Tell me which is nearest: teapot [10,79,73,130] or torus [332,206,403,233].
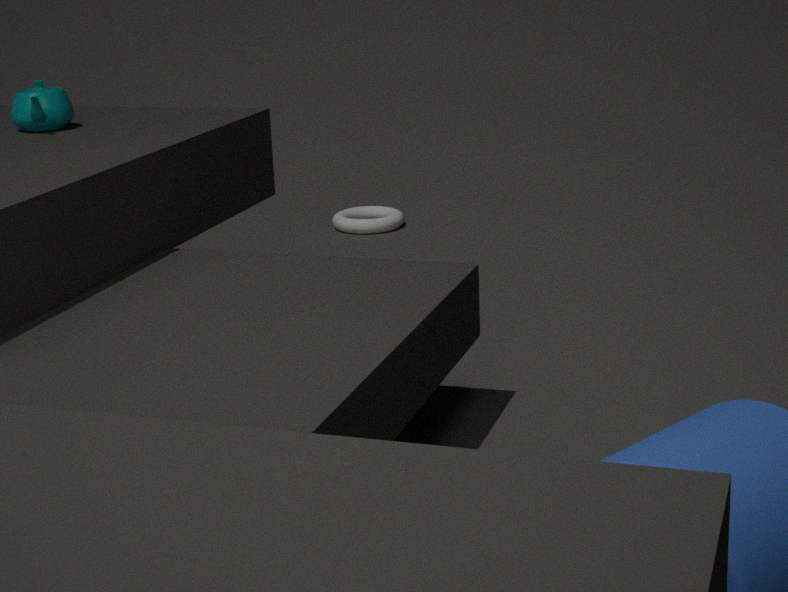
teapot [10,79,73,130]
